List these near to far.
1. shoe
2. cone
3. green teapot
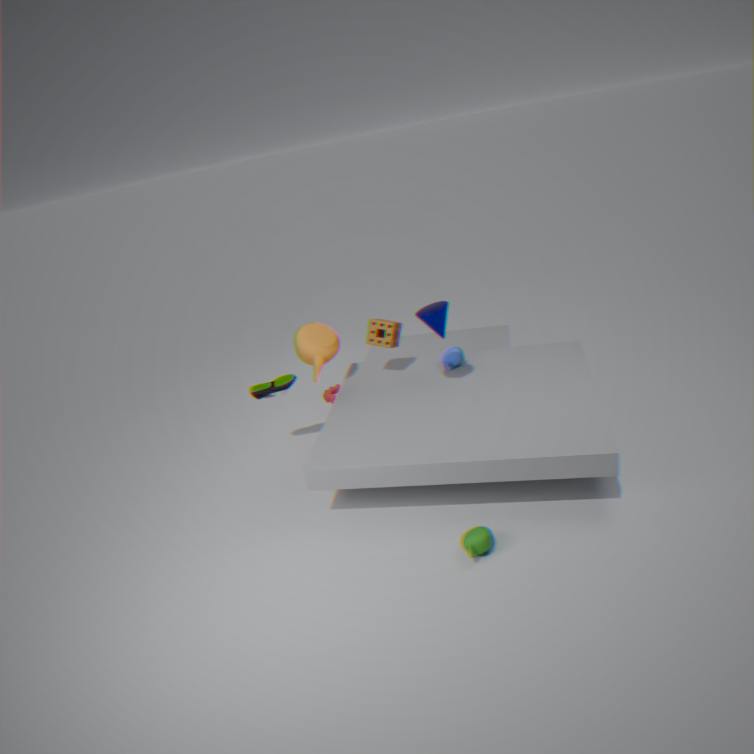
green teapot → cone → shoe
